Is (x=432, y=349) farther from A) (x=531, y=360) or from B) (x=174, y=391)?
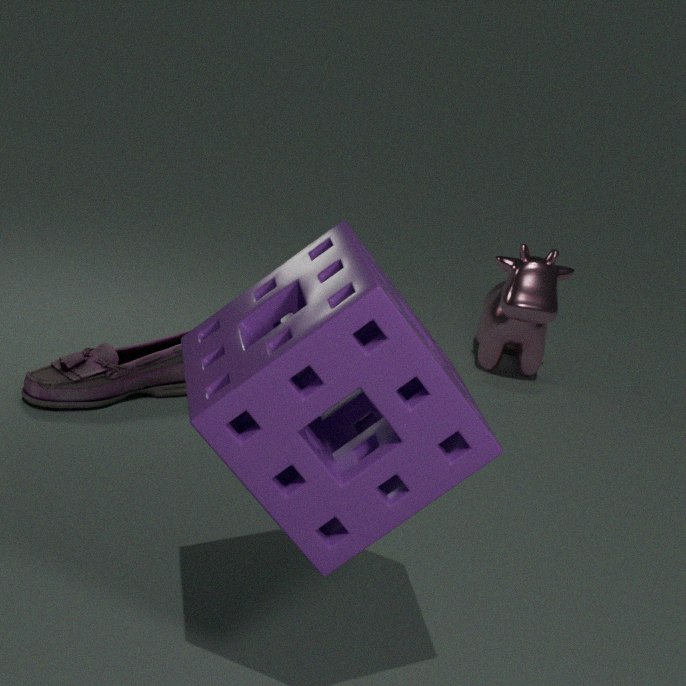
A) (x=531, y=360)
